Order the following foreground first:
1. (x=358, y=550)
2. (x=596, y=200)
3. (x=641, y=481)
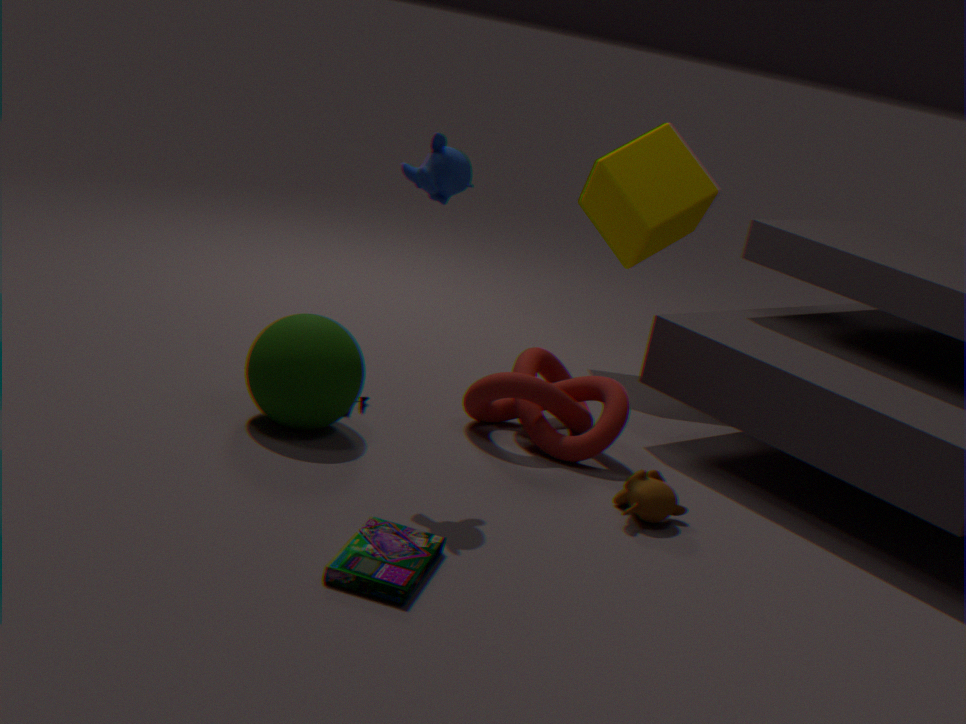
1. (x=358, y=550)
2. (x=641, y=481)
3. (x=596, y=200)
